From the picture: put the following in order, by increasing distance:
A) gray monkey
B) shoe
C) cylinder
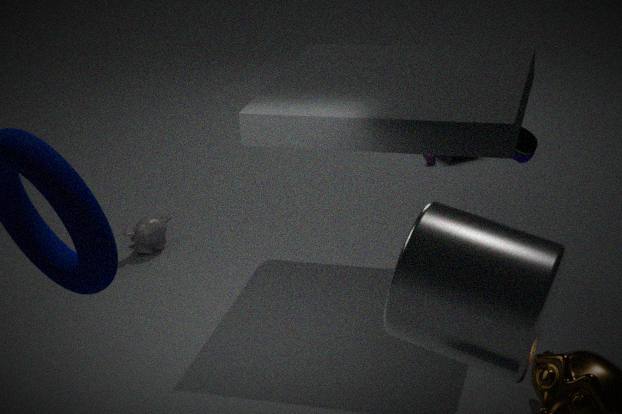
1. cylinder
2. shoe
3. gray monkey
